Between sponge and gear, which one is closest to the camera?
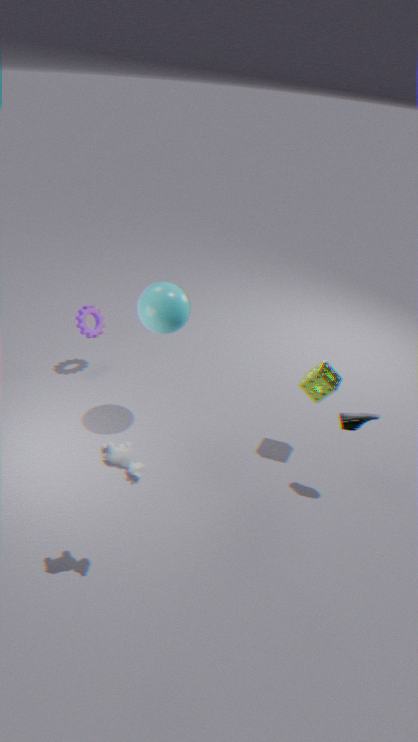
sponge
